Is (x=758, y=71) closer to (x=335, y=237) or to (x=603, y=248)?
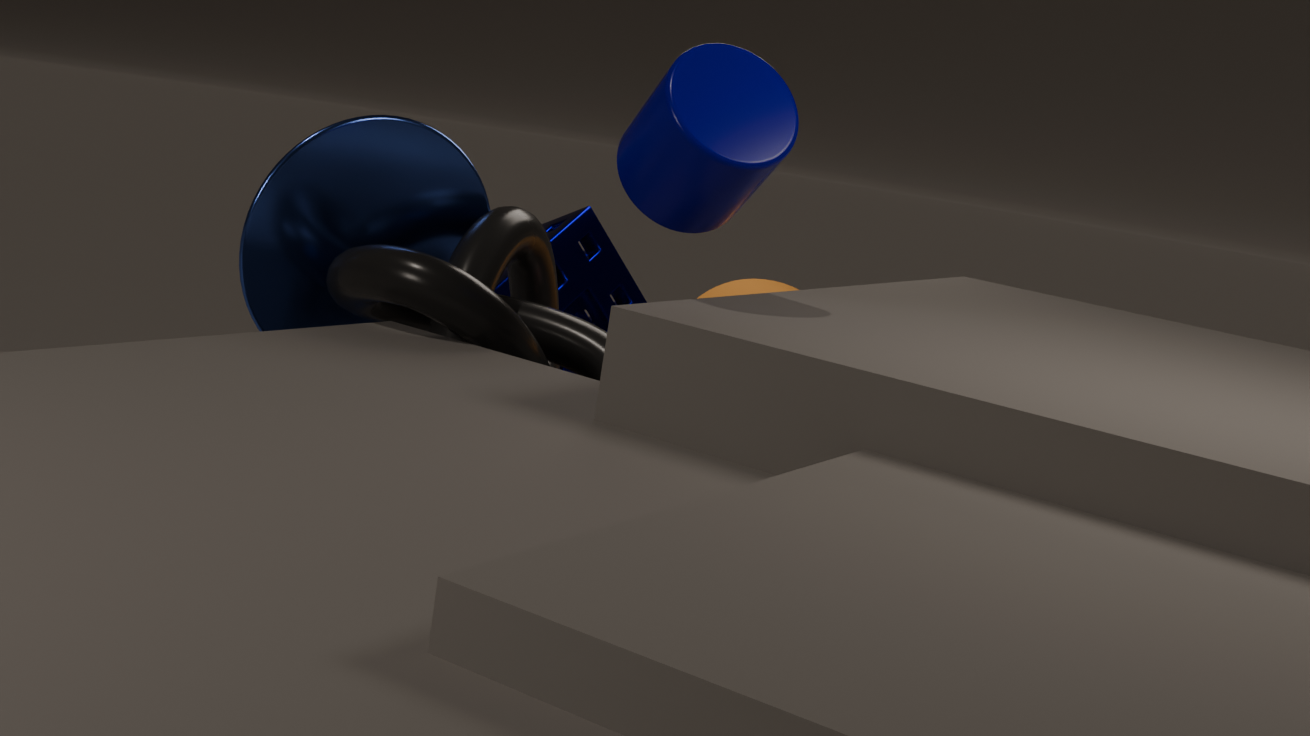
(x=335, y=237)
